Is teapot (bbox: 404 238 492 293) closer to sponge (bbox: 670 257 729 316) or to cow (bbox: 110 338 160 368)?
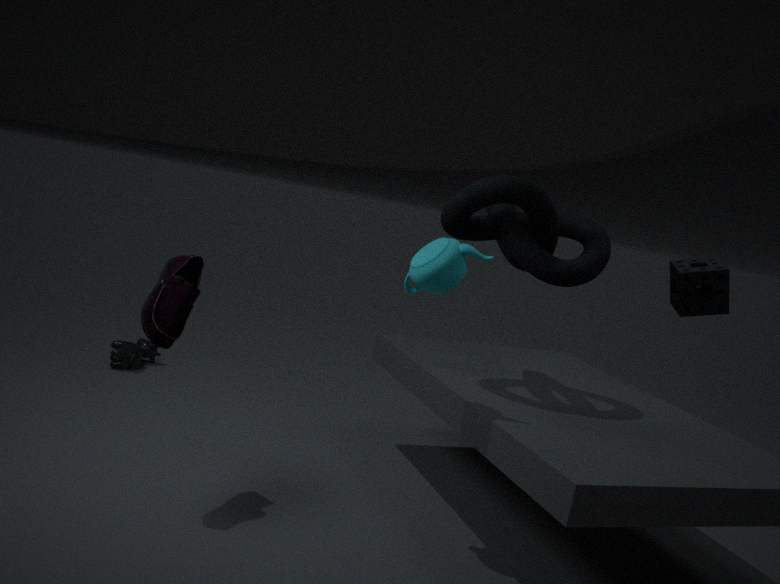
sponge (bbox: 670 257 729 316)
